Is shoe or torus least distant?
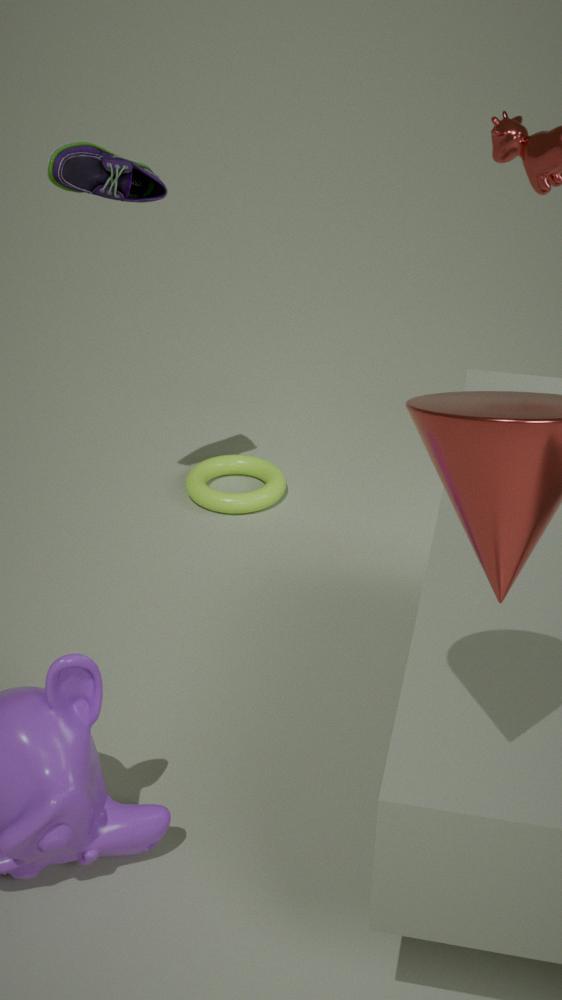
shoe
